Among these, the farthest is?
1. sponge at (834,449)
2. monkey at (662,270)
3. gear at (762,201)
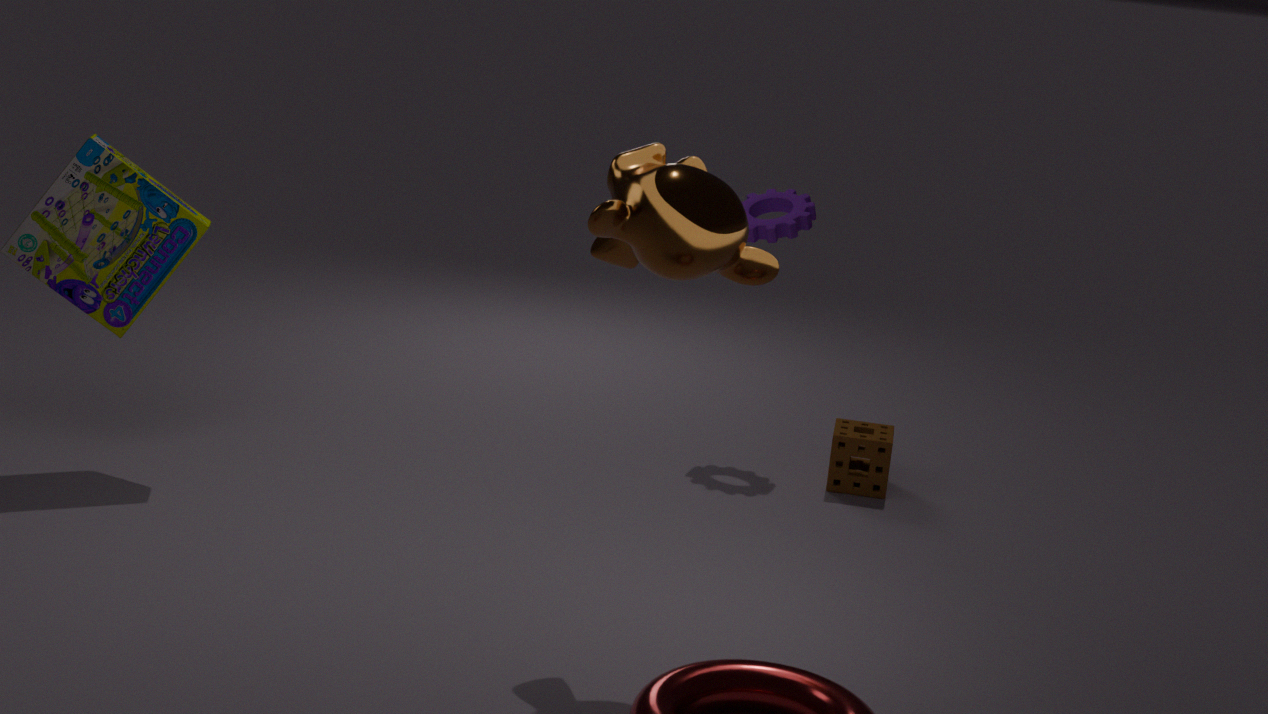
gear at (762,201)
